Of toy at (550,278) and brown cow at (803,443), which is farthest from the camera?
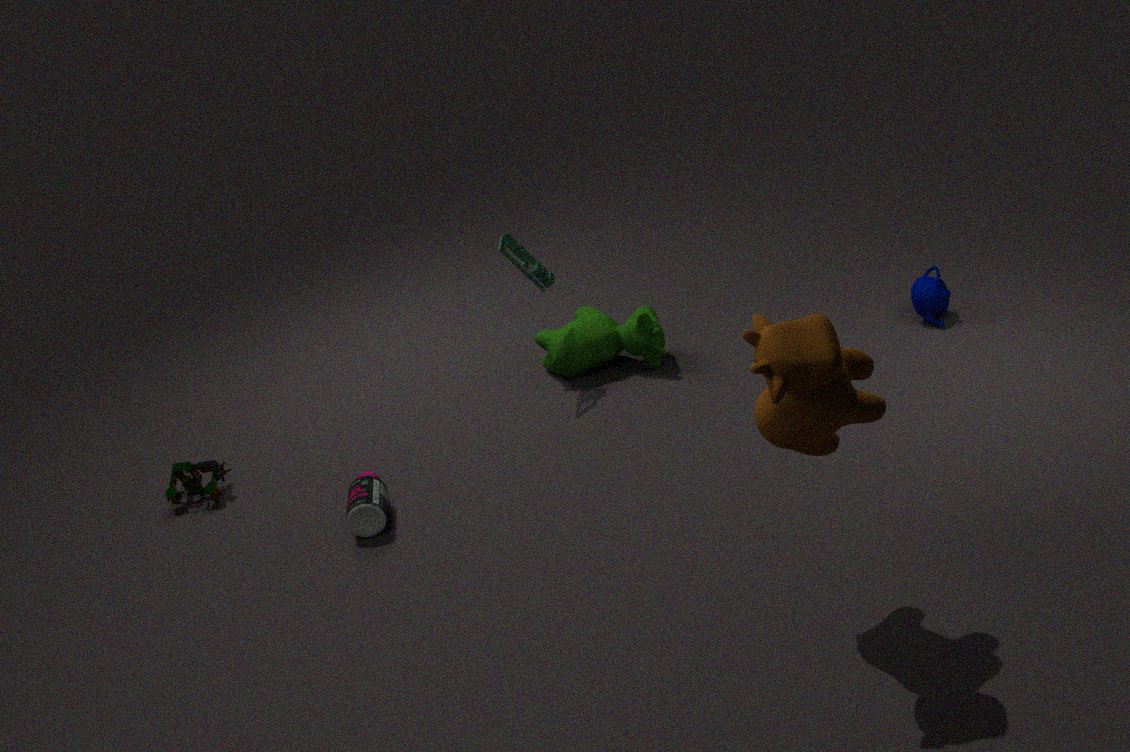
toy at (550,278)
